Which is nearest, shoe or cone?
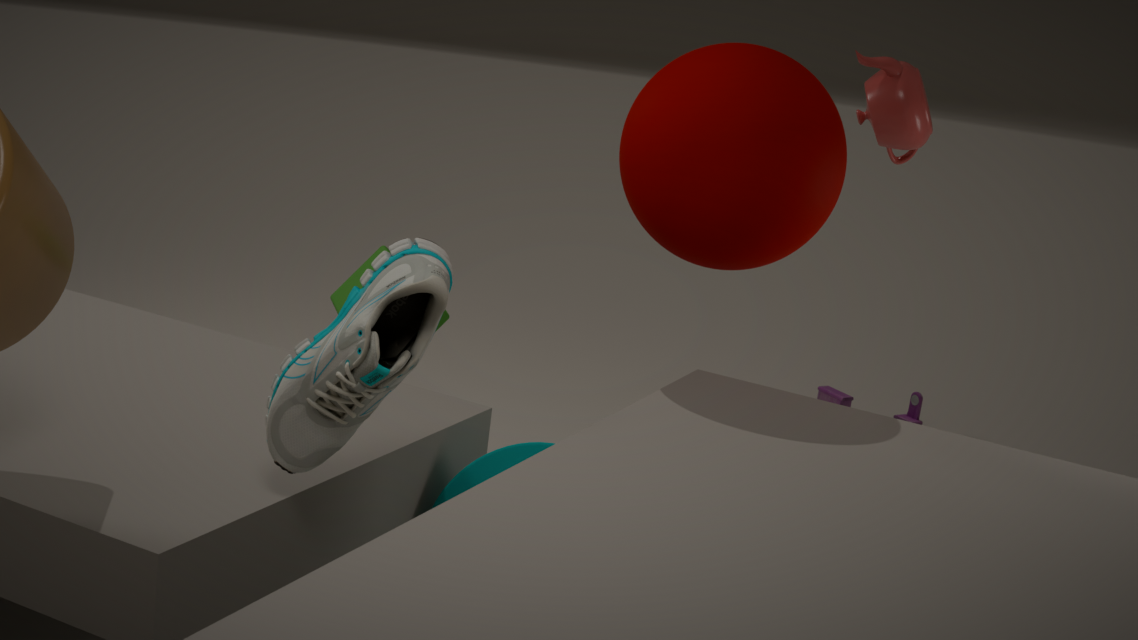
shoe
